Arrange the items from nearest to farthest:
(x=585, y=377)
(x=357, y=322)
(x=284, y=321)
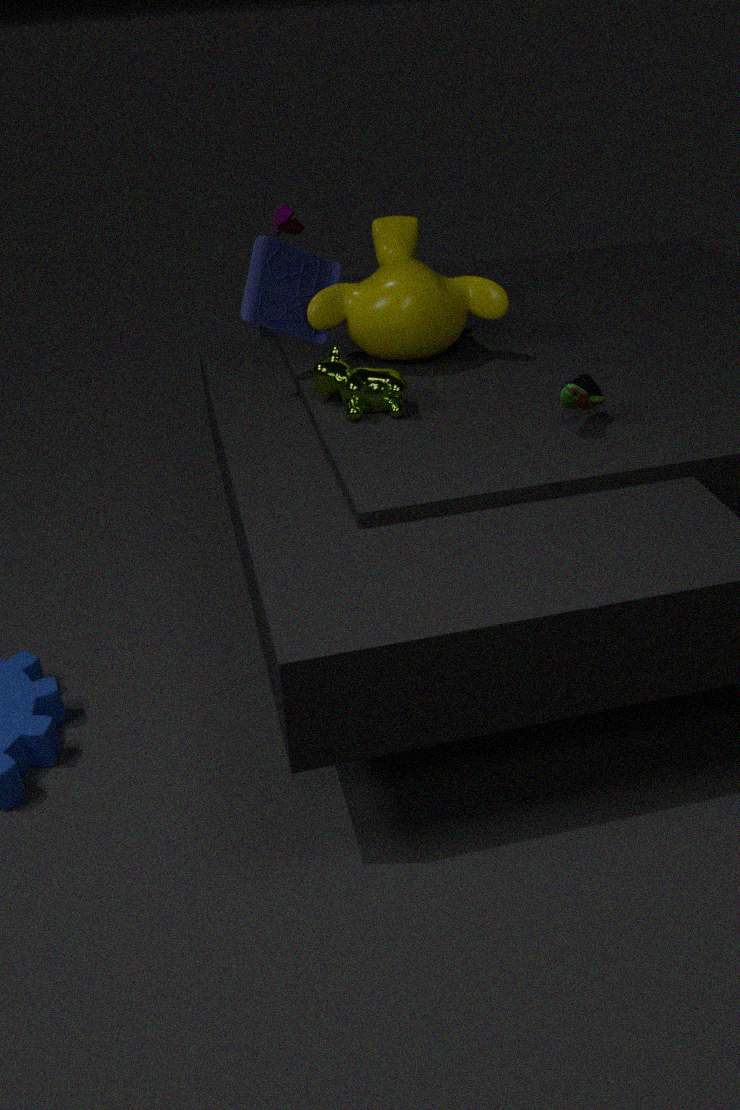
(x=585, y=377) < (x=284, y=321) < (x=357, y=322)
